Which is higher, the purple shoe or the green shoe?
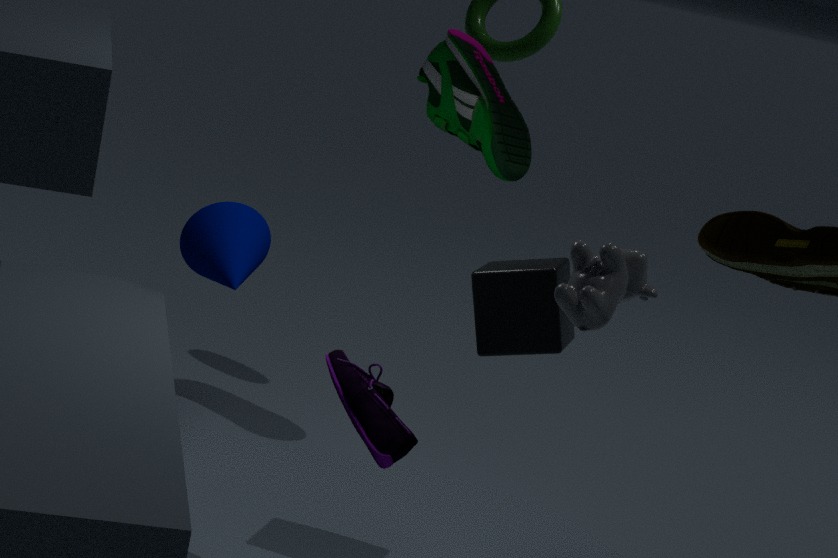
the green shoe
